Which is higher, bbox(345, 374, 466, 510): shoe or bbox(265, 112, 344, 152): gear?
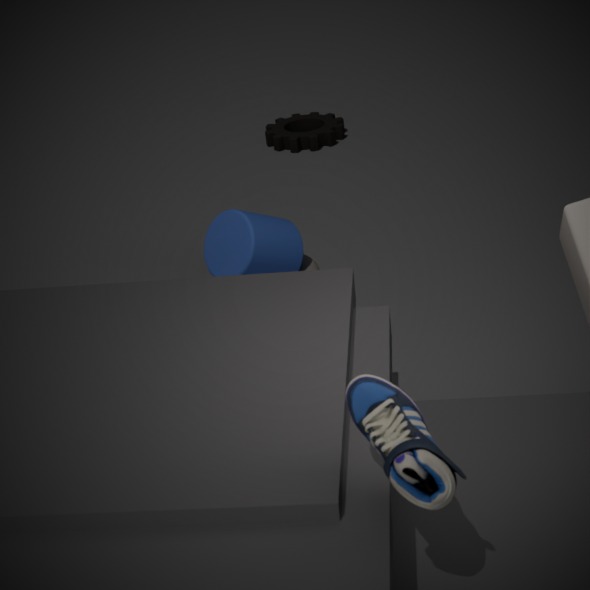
bbox(345, 374, 466, 510): shoe
